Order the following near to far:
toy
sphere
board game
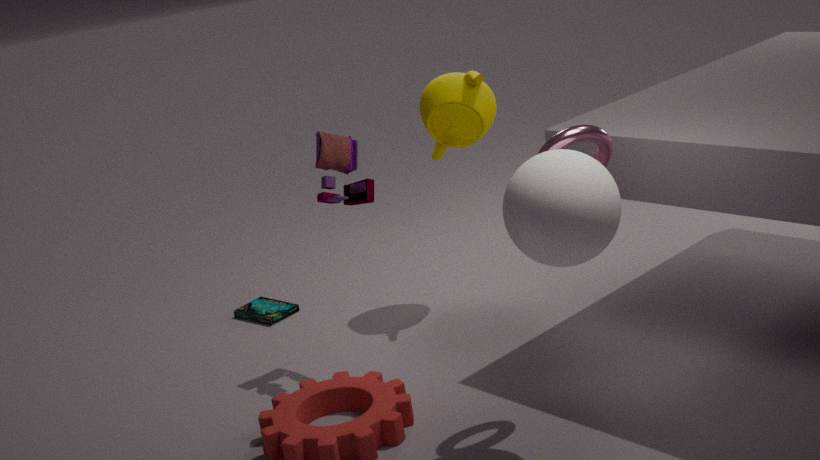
sphere, toy, board game
